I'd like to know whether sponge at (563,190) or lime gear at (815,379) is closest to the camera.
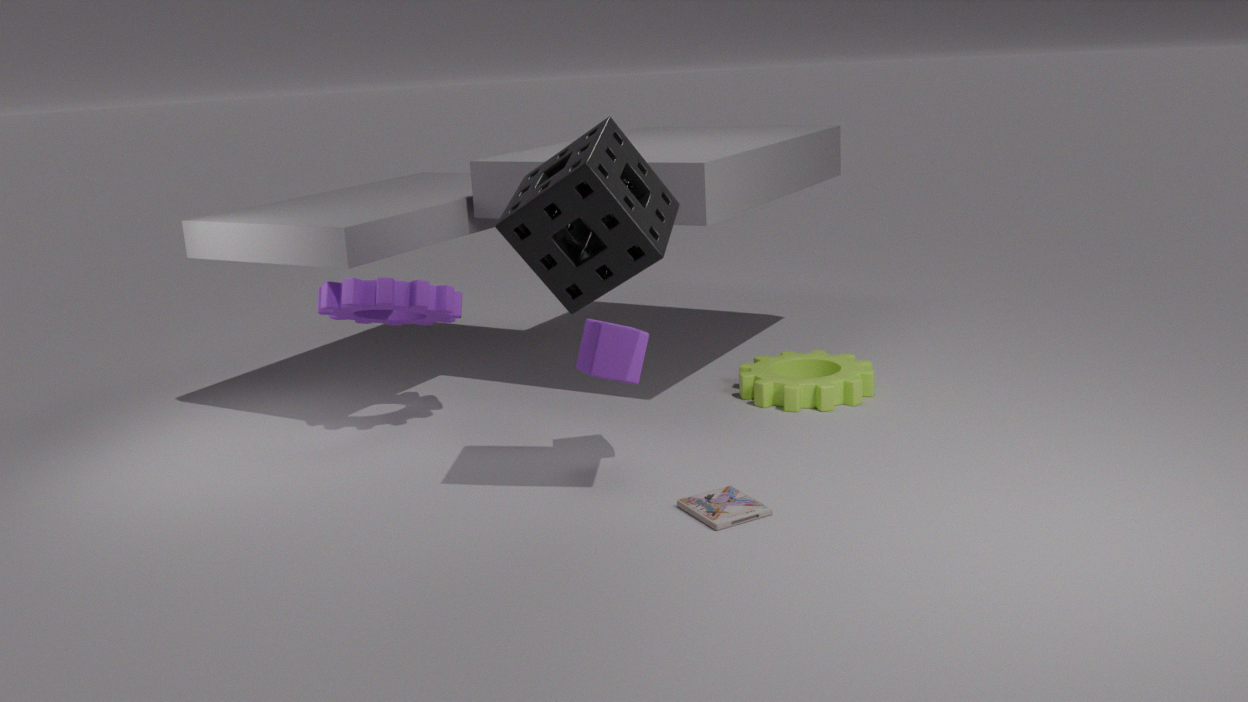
sponge at (563,190)
